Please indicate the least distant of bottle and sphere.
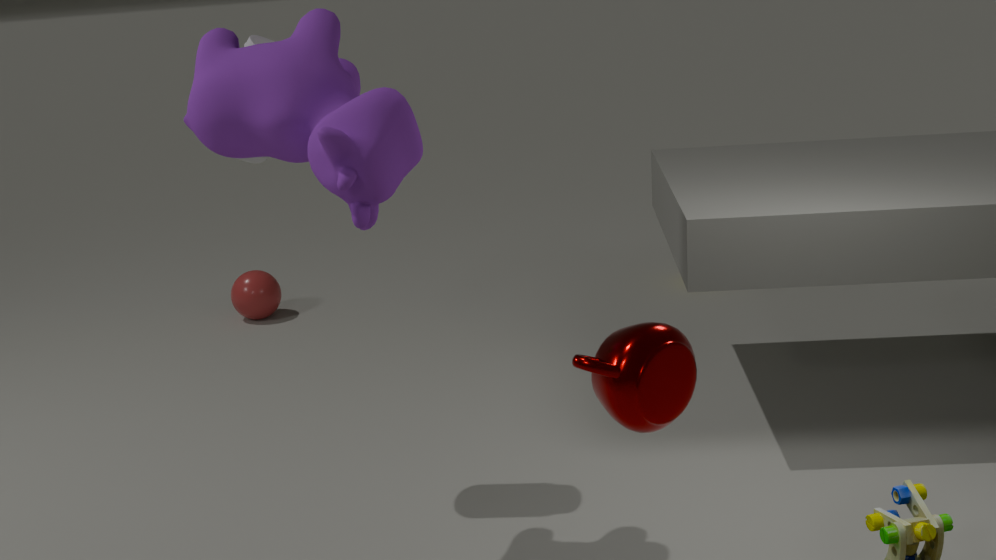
bottle
